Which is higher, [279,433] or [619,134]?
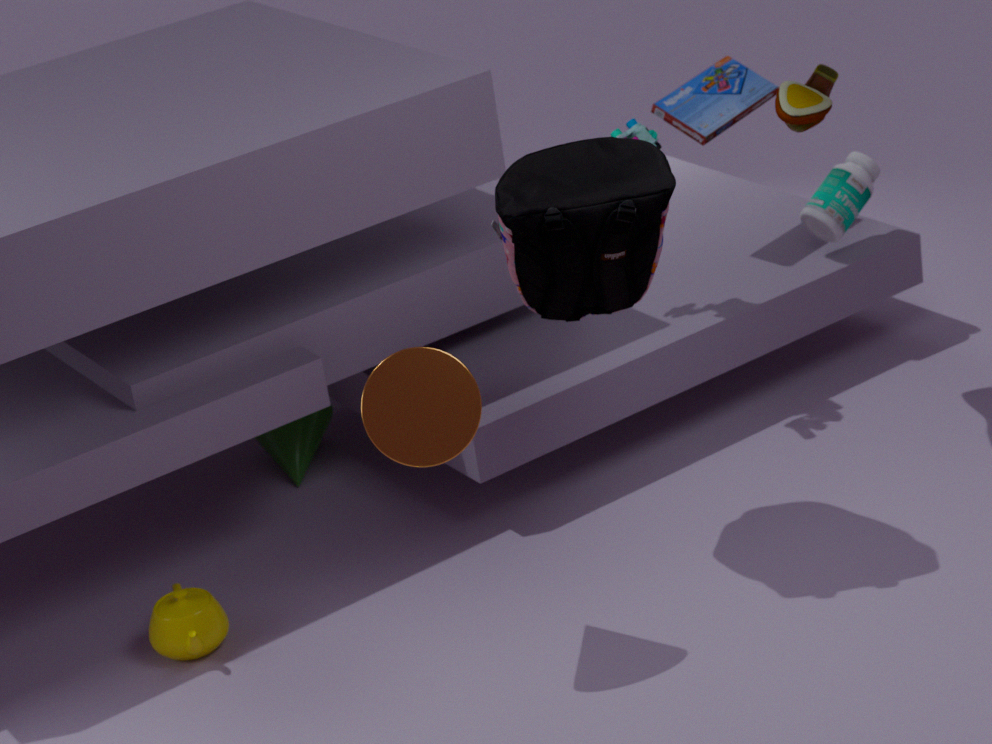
[619,134]
